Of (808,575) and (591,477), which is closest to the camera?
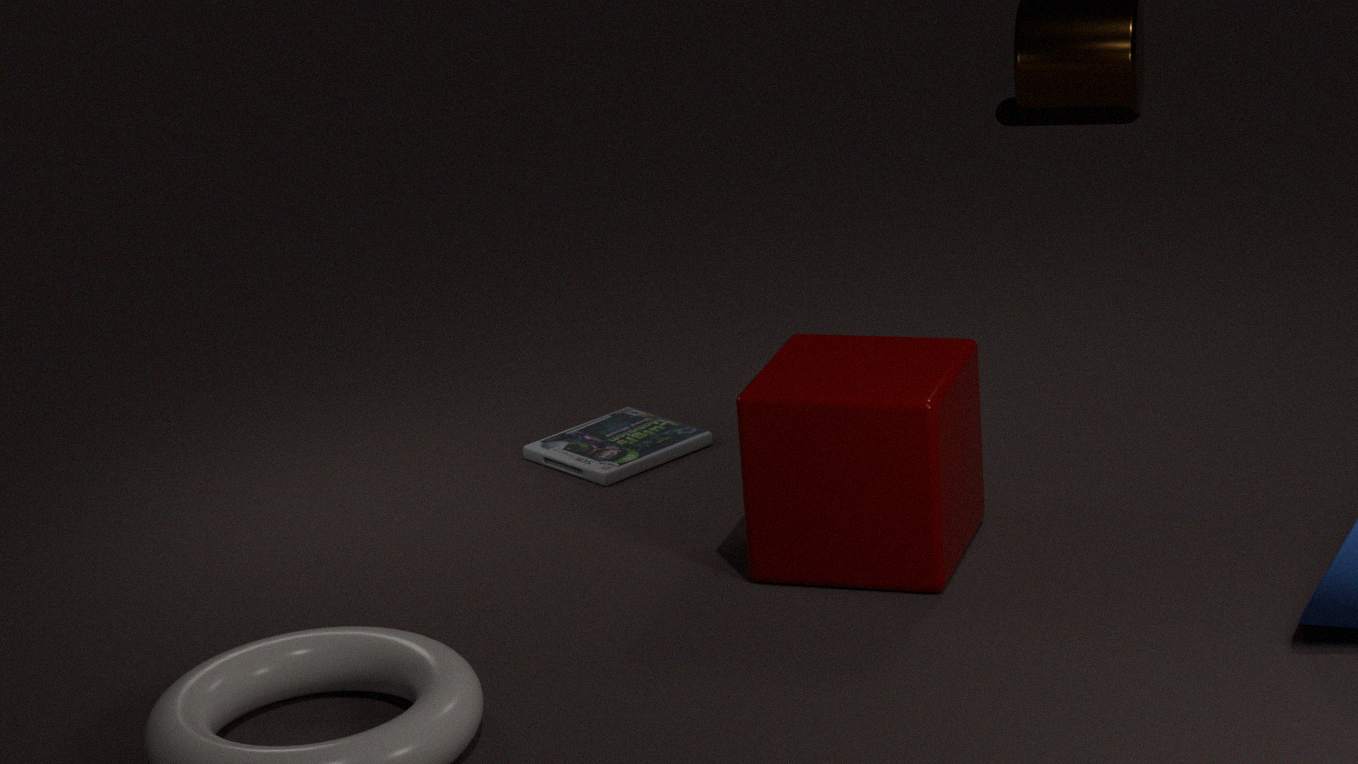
(808,575)
